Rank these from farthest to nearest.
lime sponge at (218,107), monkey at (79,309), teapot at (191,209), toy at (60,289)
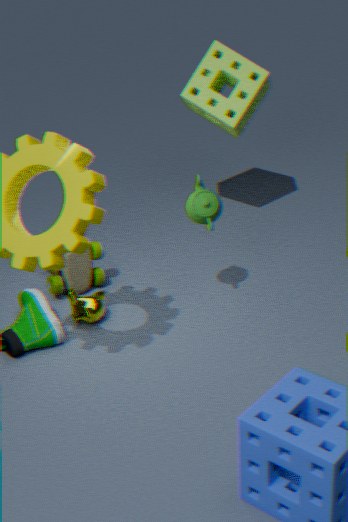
lime sponge at (218,107) → toy at (60,289) → monkey at (79,309) → teapot at (191,209)
